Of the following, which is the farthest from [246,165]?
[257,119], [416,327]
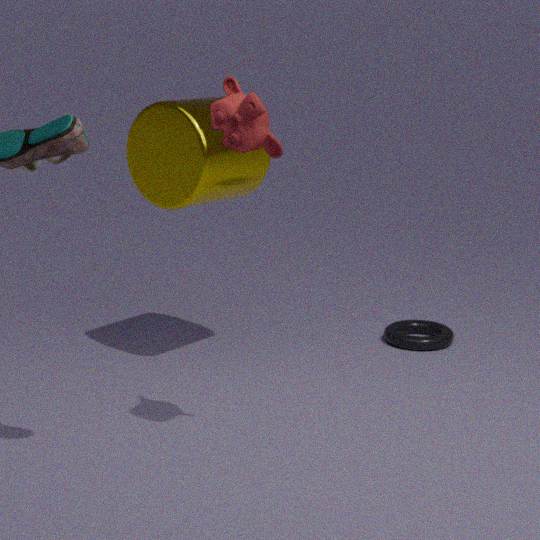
[416,327]
